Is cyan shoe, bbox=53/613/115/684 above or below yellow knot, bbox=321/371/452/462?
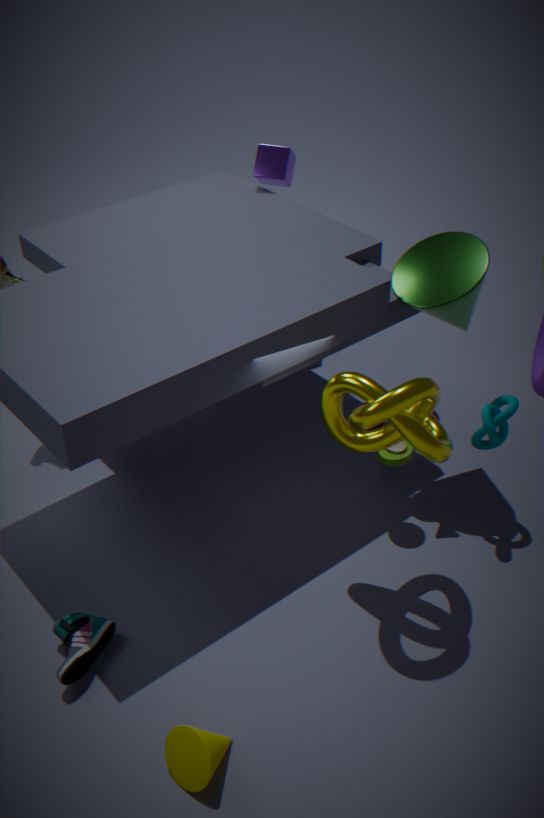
below
